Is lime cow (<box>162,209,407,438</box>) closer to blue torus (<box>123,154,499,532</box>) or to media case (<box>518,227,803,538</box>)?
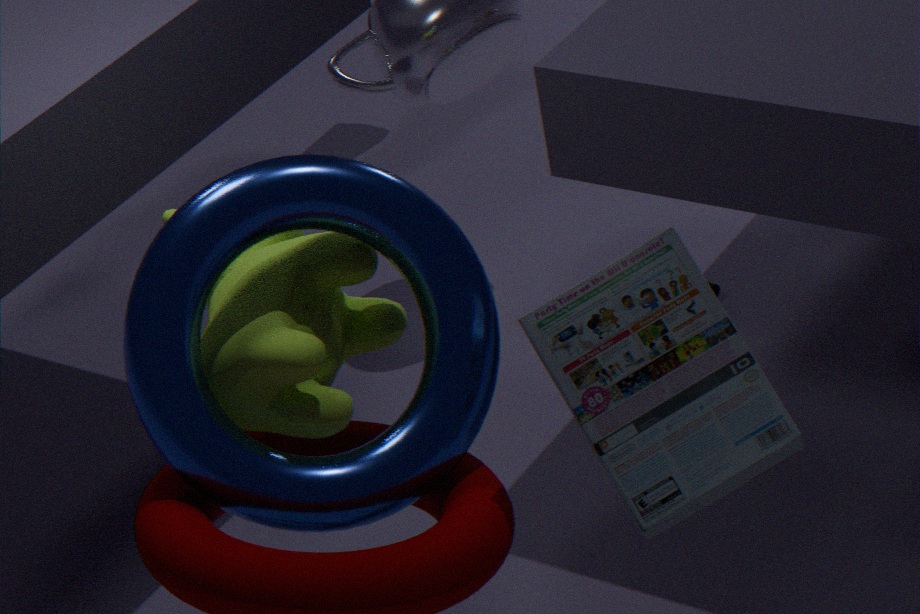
blue torus (<box>123,154,499,532</box>)
